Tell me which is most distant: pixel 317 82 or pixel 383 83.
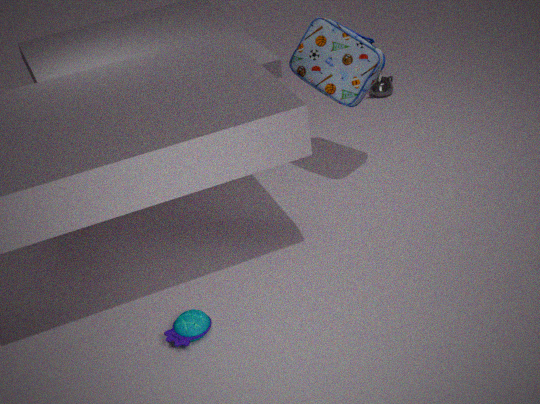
pixel 383 83
